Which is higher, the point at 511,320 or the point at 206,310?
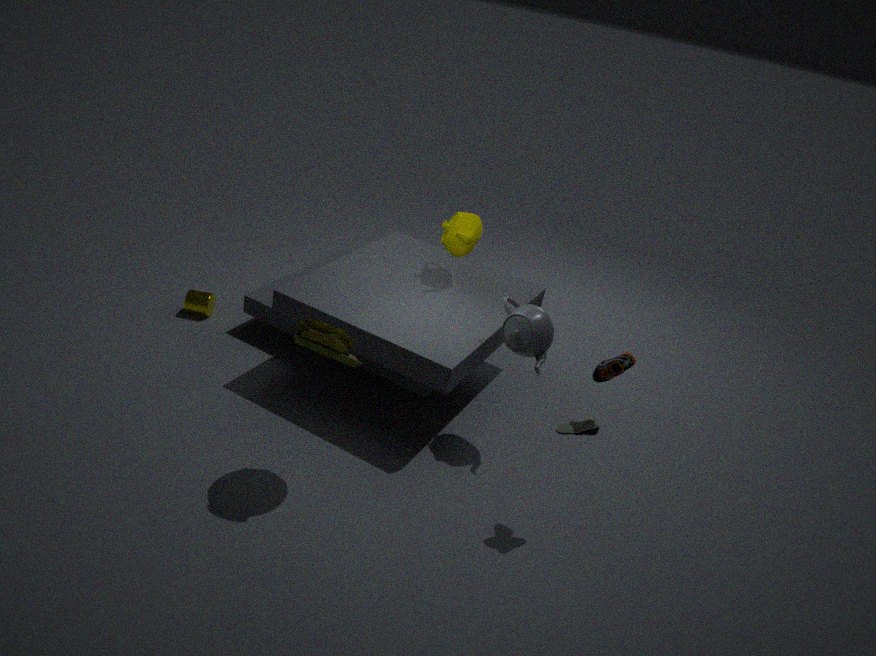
the point at 511,320
